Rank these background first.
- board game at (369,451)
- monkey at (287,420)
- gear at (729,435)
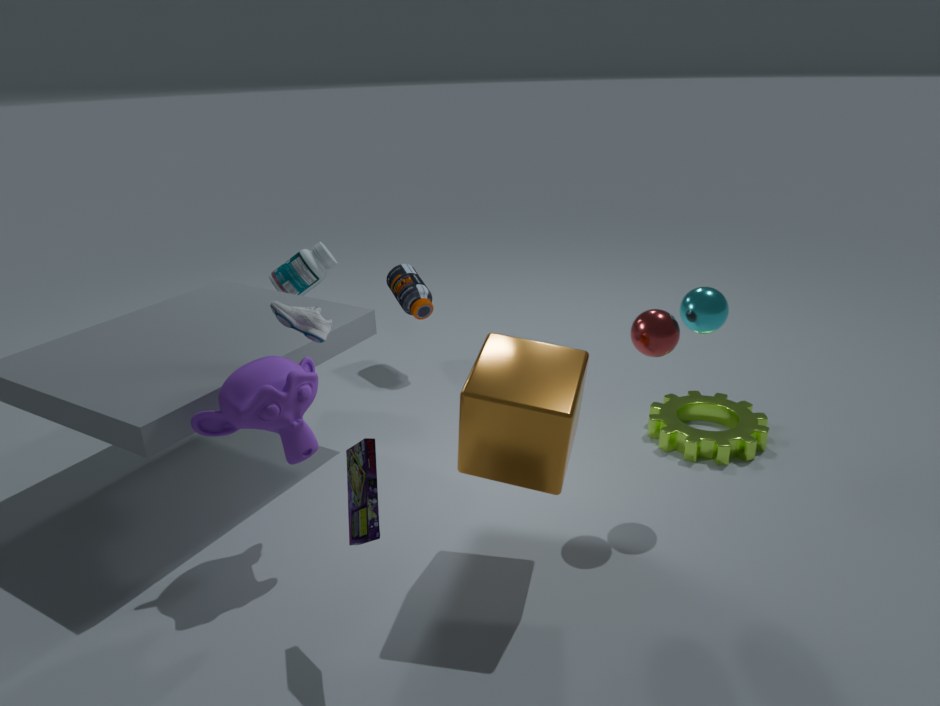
gear at (729,435), monkey at (287,420), board game at (369,451)
